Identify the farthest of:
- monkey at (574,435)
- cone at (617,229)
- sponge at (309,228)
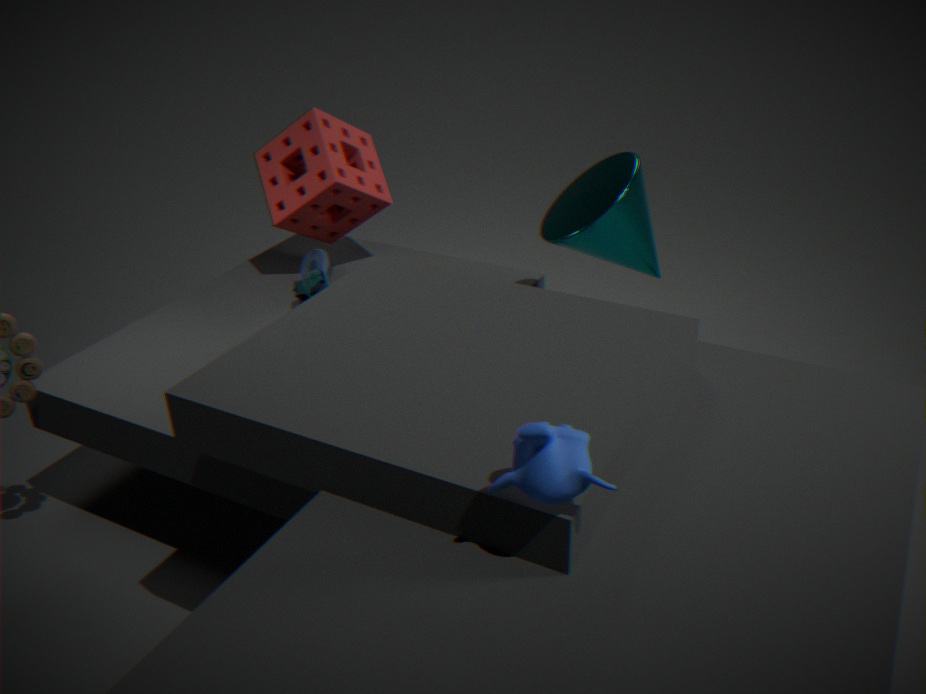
sponge at (309,228)
